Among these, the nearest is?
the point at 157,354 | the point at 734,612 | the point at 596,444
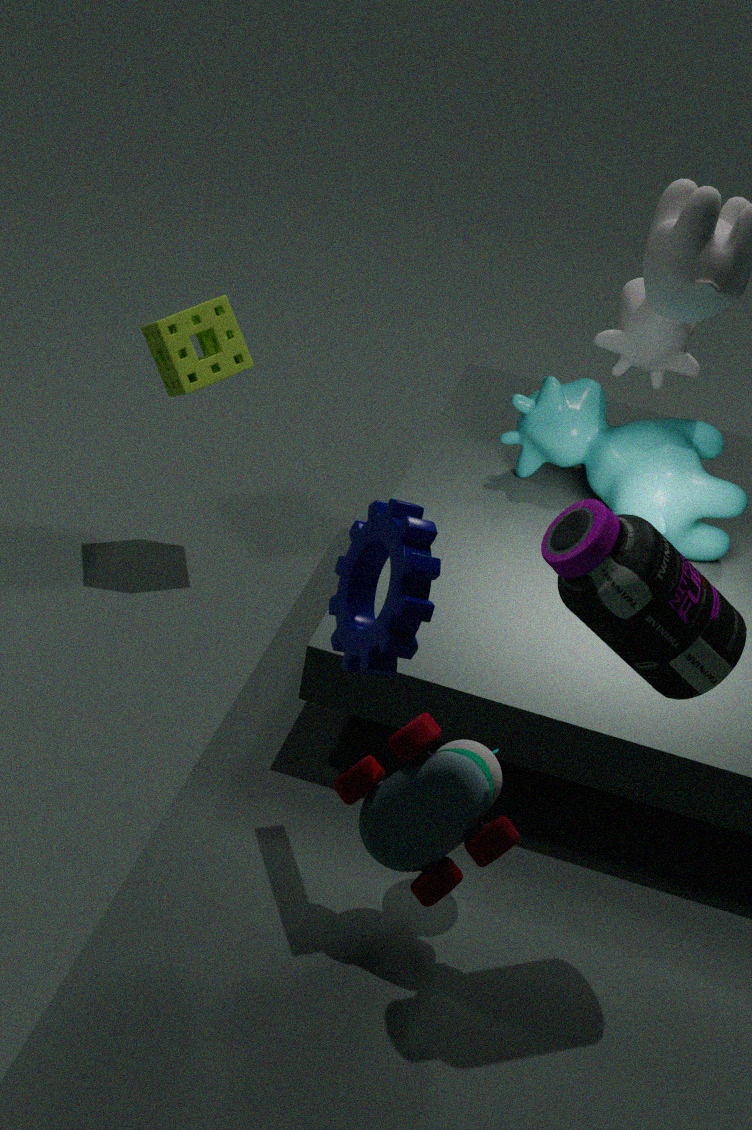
the point at 734,612
